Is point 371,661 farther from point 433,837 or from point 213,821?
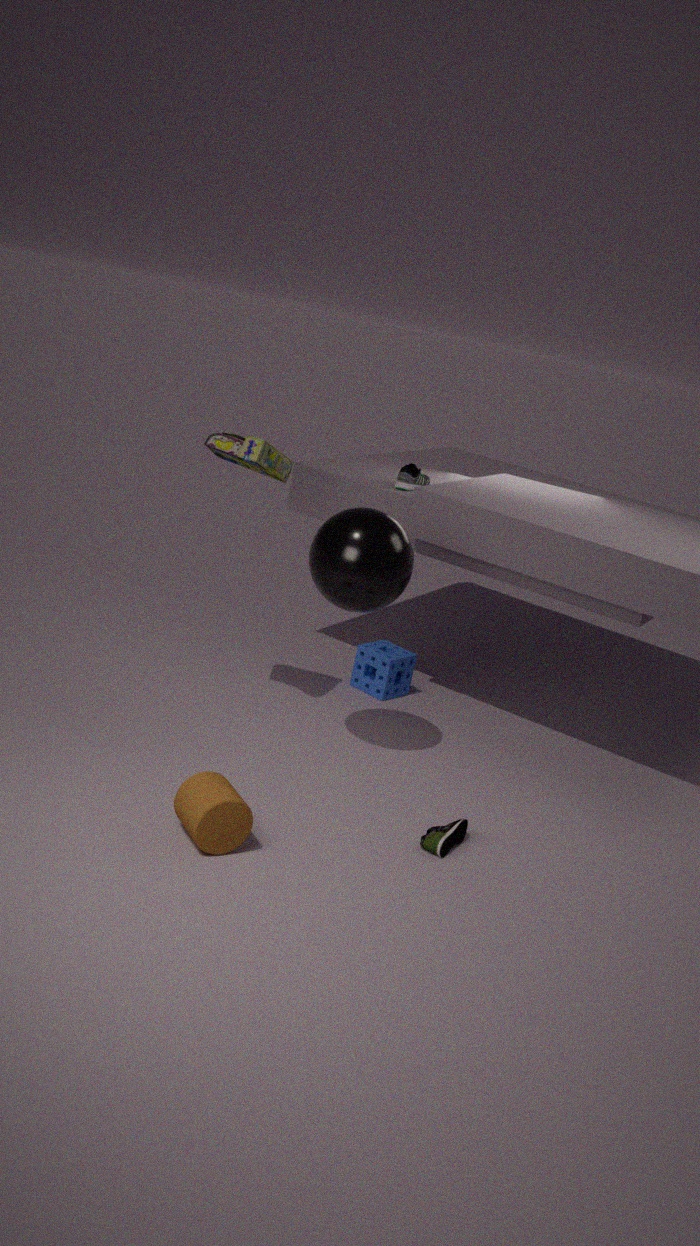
point 213,821
